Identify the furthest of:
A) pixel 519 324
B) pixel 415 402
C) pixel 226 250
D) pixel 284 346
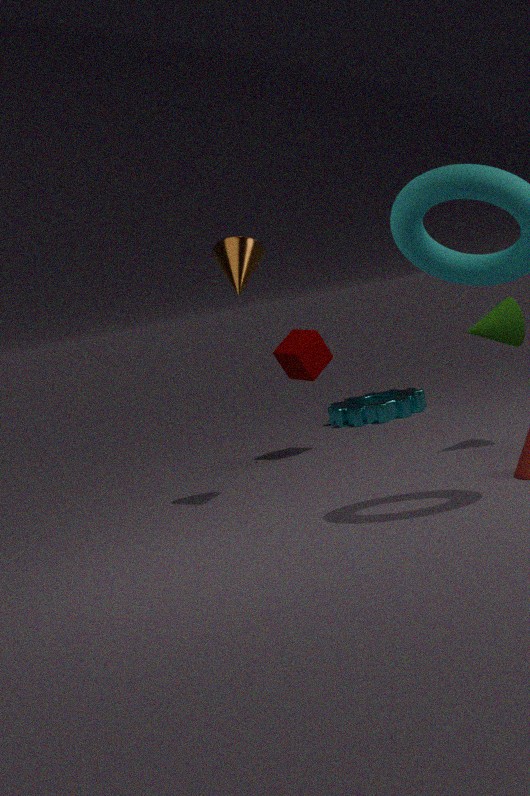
pixel 415 402
